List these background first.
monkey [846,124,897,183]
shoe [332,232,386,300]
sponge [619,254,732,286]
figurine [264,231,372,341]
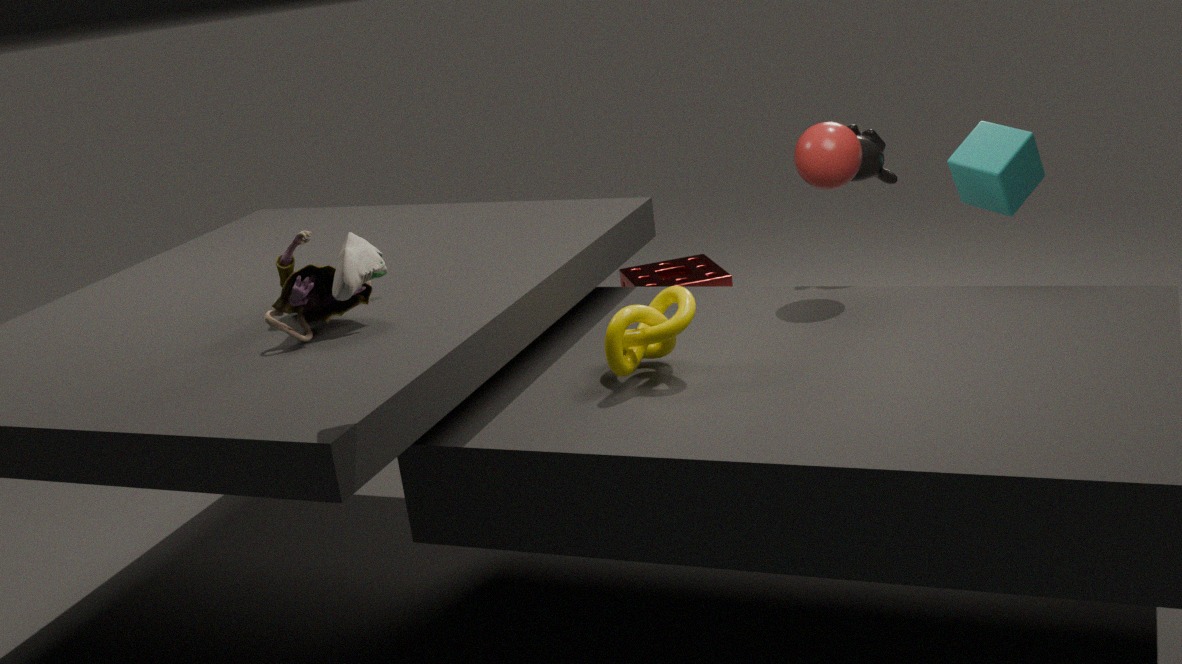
1. sponge [619,254,732,286]
2. monkey [846,124,897,183]
3. figurine [264,231,372,341]
4. shoe [332,232,386,300]
